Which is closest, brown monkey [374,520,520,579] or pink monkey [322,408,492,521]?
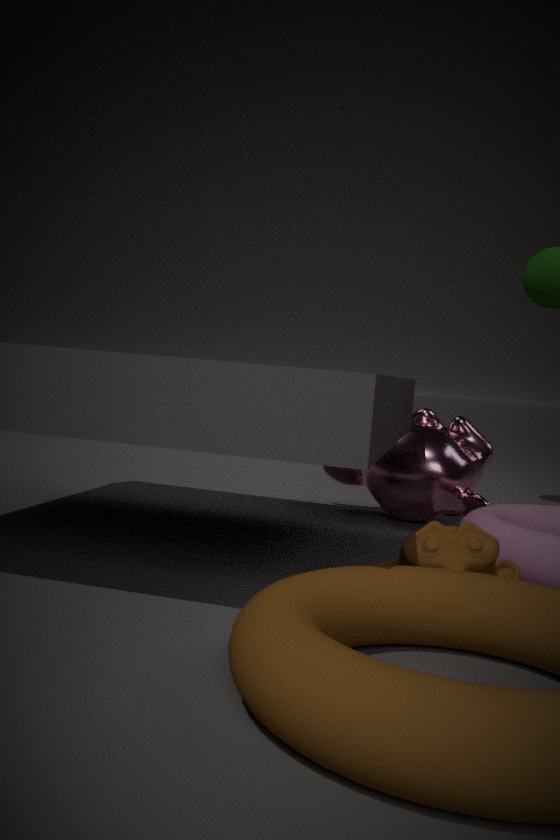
brown monkey [374,520,520,579]
